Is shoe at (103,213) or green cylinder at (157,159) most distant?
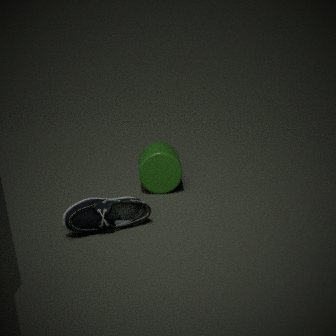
green cylinder at (157,159)
